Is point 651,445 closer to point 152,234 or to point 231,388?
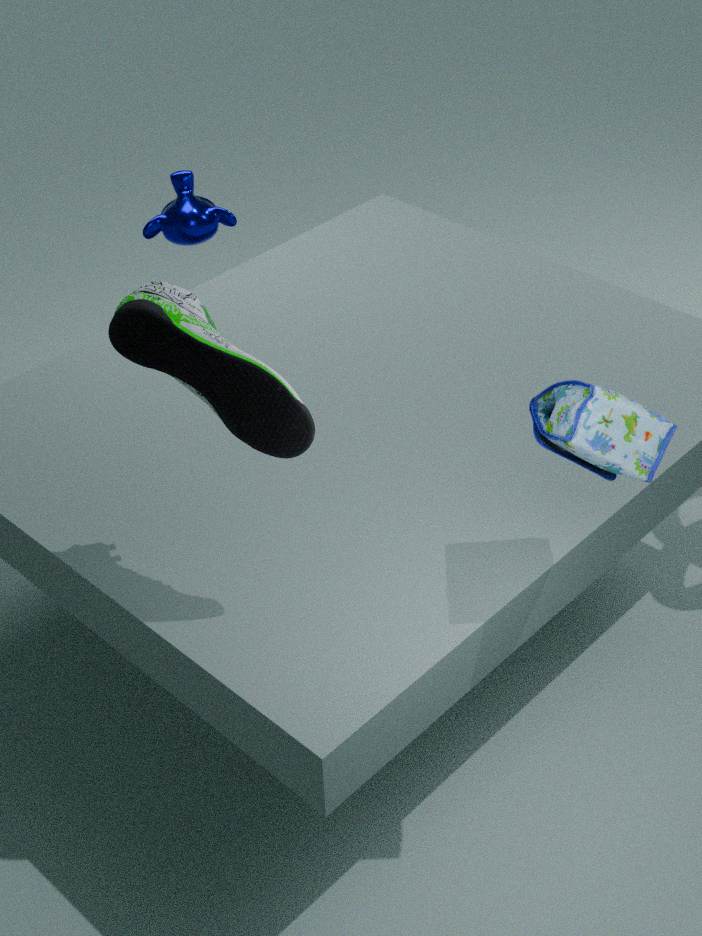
point 231,388
